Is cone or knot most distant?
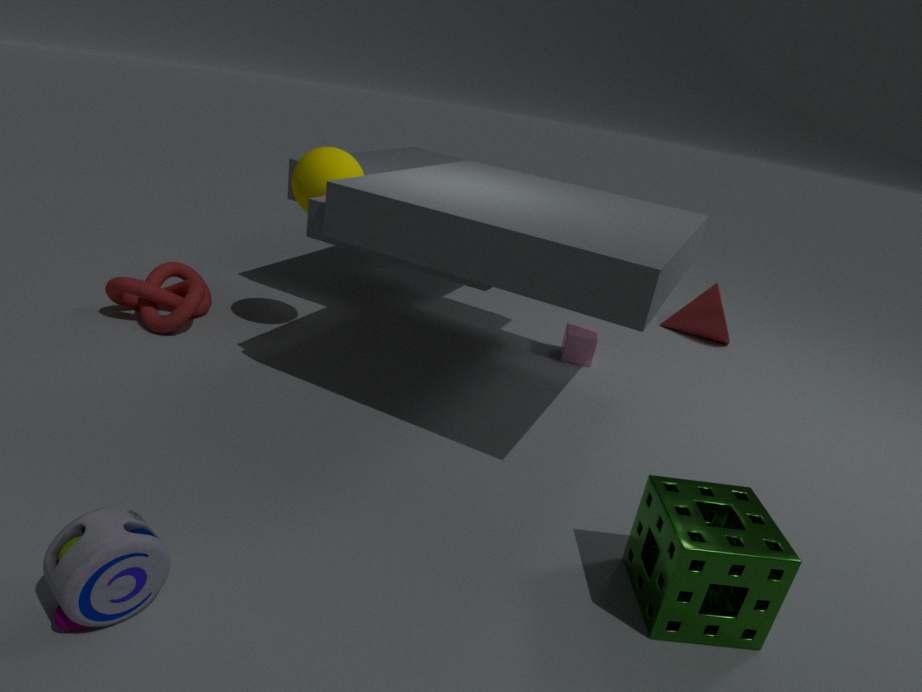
cone
